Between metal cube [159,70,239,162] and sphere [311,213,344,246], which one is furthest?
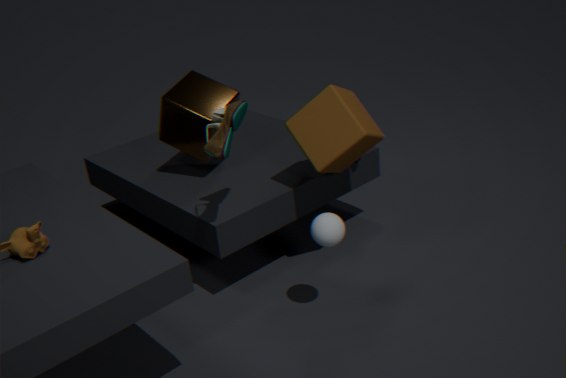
metal cube [159,70,239,162]
